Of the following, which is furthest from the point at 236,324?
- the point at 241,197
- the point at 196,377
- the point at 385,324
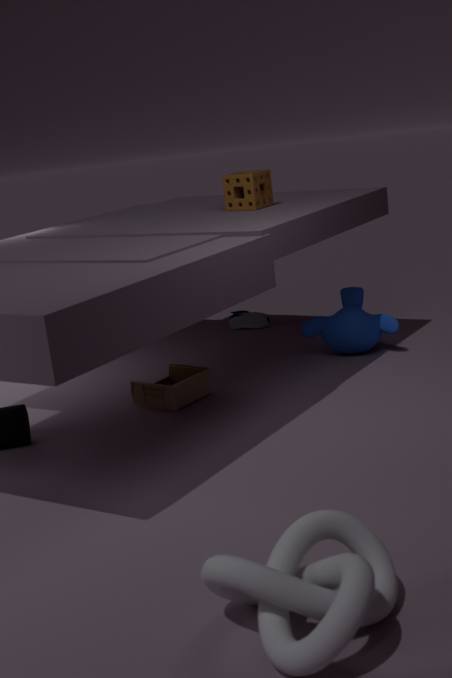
the point at 196,377
